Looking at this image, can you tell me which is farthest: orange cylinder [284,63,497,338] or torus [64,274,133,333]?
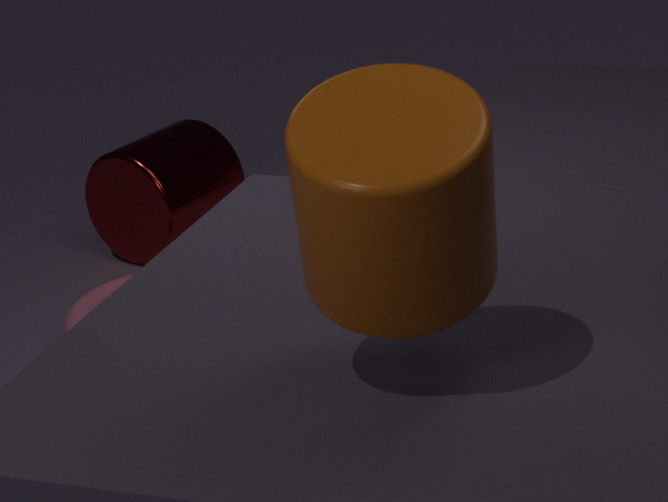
torus [64,274,133,333]
